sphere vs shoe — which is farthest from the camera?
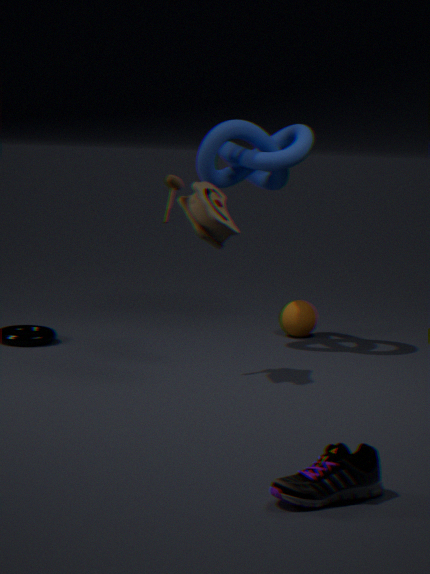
sphere
